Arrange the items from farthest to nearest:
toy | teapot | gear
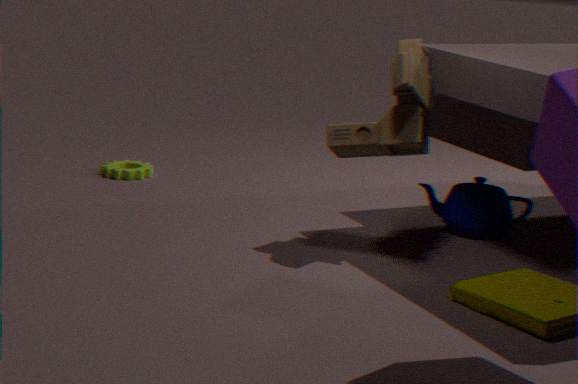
gear, teapot, toy
